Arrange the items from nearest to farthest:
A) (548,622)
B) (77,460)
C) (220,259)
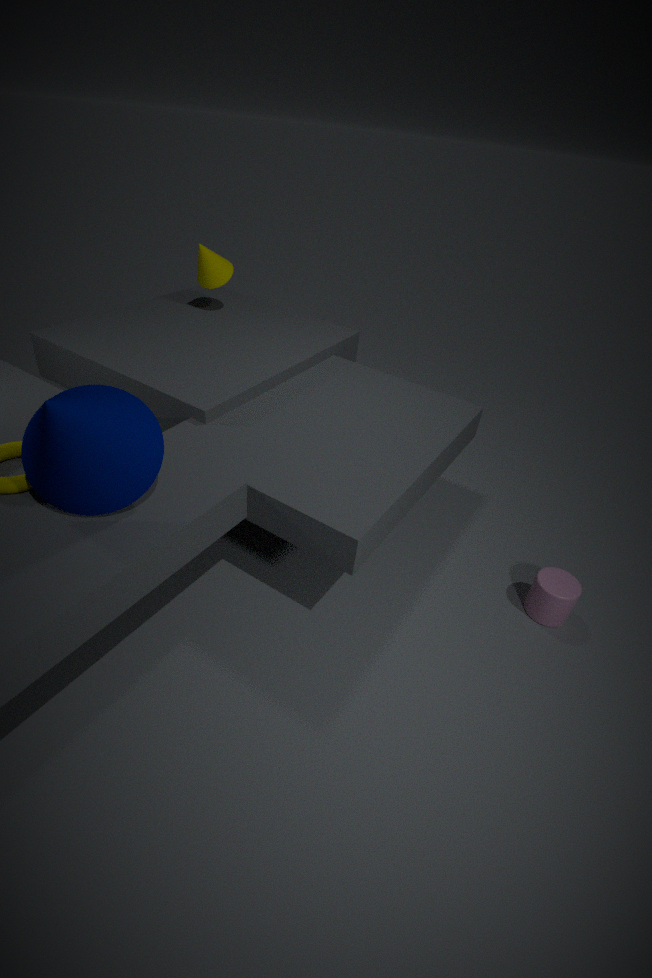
(77,460), (548,622), (220,259)
